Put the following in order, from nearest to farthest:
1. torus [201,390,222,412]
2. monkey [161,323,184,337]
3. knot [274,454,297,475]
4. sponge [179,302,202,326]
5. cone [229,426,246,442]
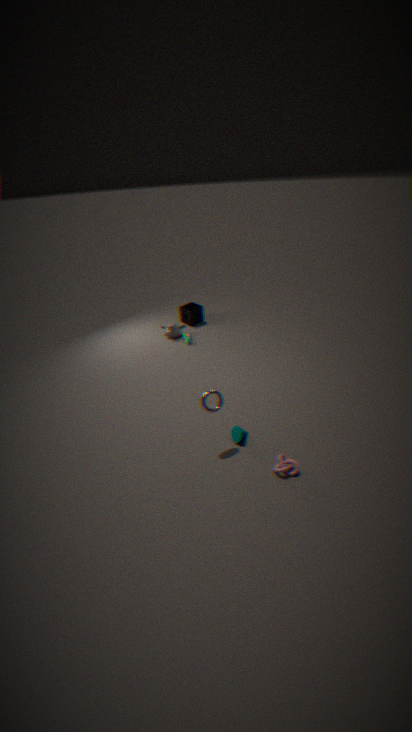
knot [274,454,297,475] → torus [201,390,222,412] → cone [229,426,246,442] → monkey [161,323,184,337] → sponge [179,302,202,326]
